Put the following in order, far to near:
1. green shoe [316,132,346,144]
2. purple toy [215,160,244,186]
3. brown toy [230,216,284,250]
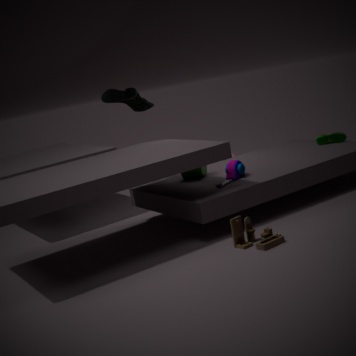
green shoe [316,132,346,144], purple toy [215,160,244,186], brown toy [230,216,284,250]
